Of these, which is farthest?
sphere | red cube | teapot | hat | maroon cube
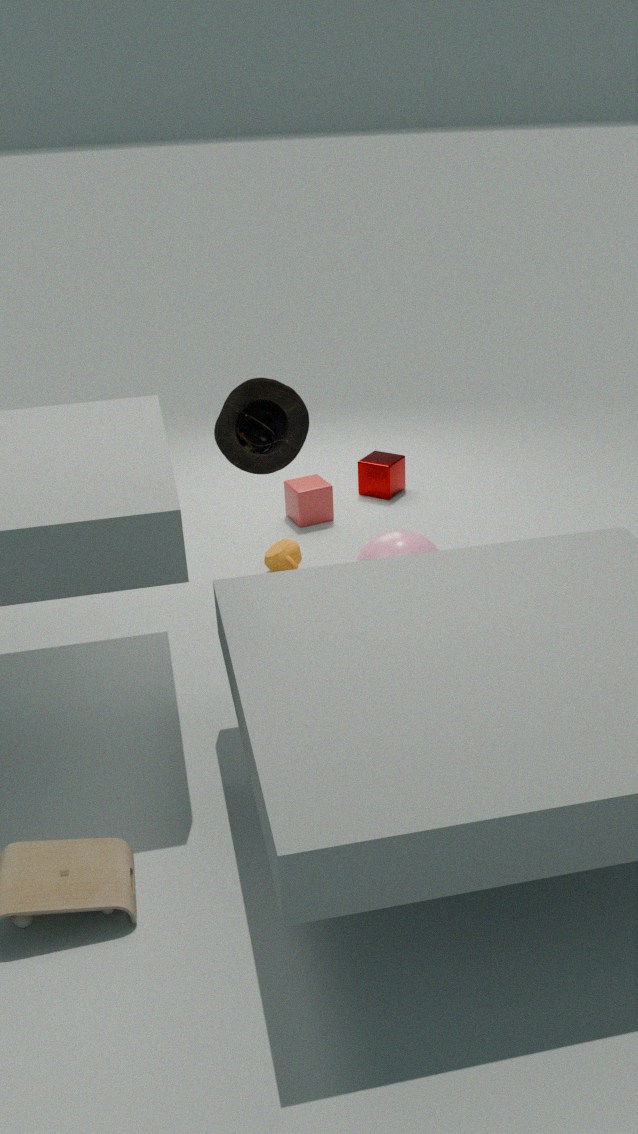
maroon cube
